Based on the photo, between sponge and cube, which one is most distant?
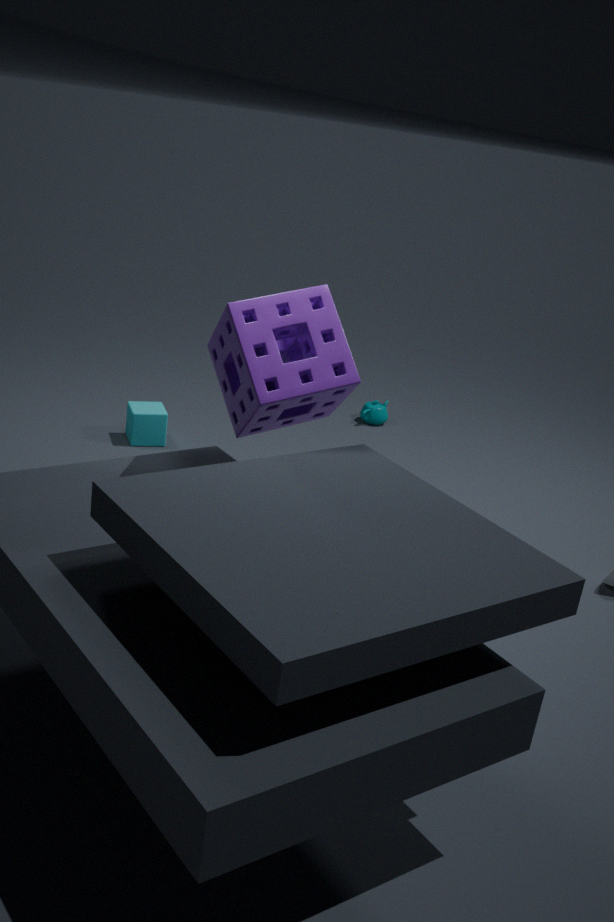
cube
